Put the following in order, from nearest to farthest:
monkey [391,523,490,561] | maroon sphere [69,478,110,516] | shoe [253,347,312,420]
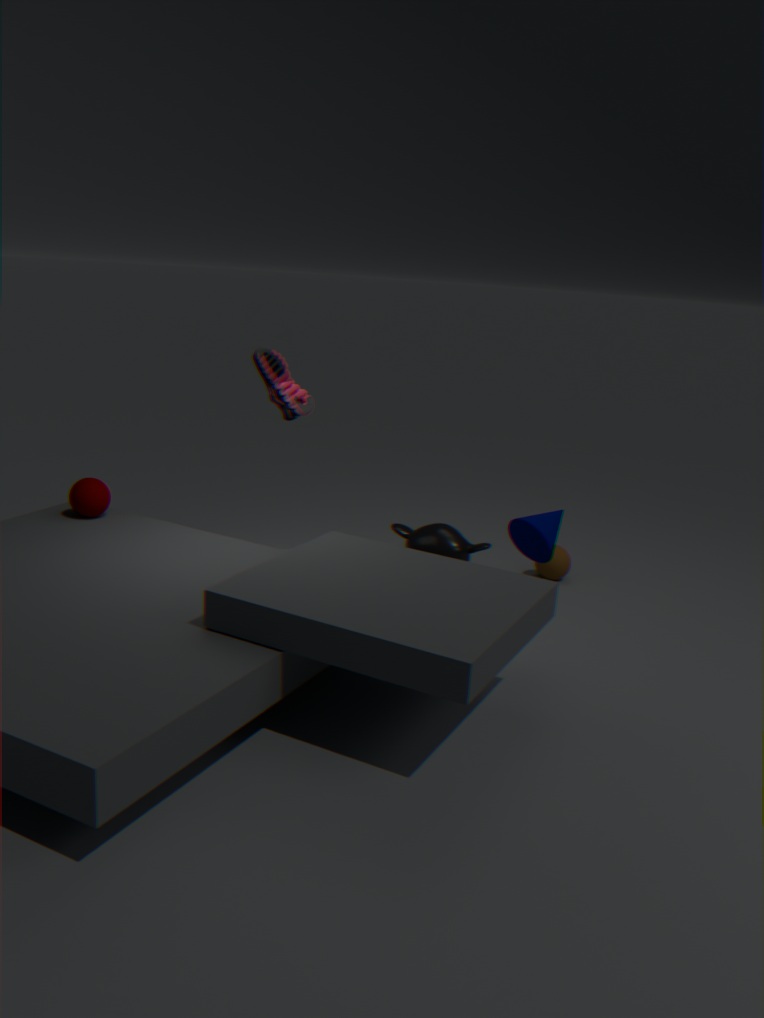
shoe [253,347,312,420]
maroon sphere [69,478,110,516]
monkey [391,523,490,561]
